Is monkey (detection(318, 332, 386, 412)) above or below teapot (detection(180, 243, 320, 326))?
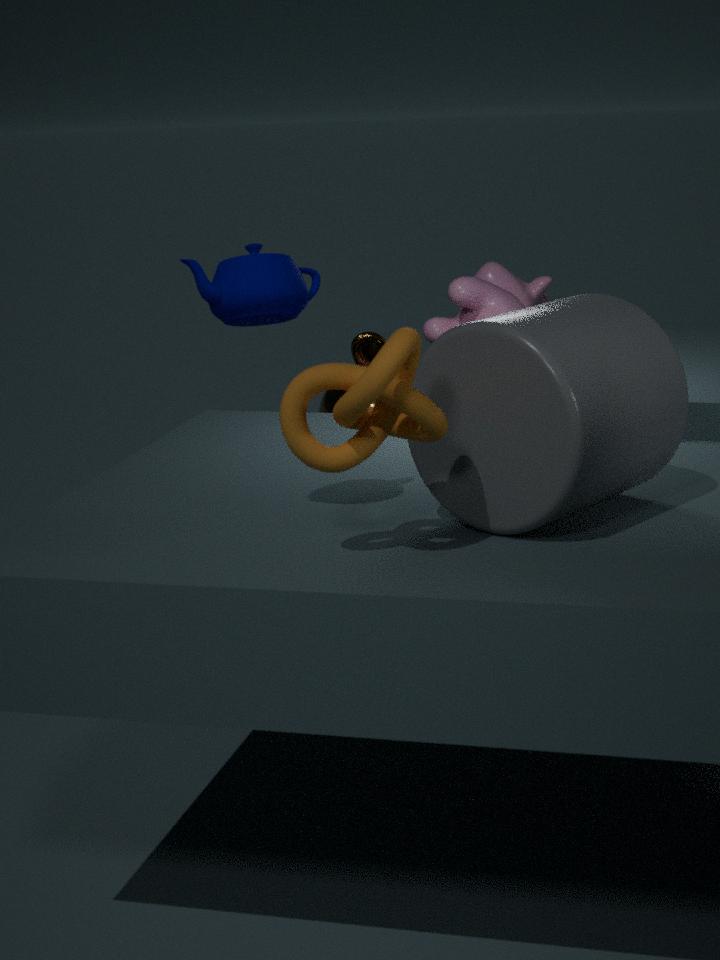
below
